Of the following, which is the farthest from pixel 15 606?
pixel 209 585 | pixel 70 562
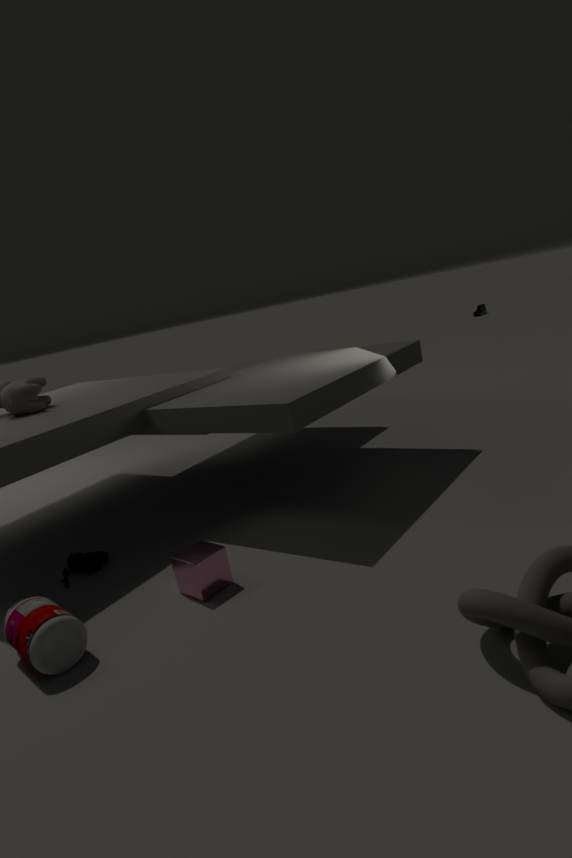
pixel 70 562
